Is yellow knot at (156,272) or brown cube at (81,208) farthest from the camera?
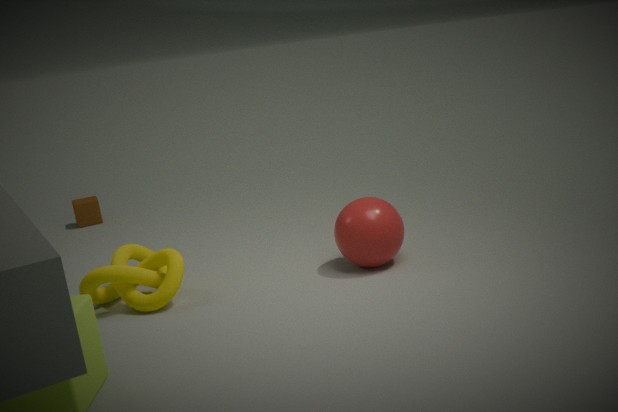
brown cube at (81,208)
